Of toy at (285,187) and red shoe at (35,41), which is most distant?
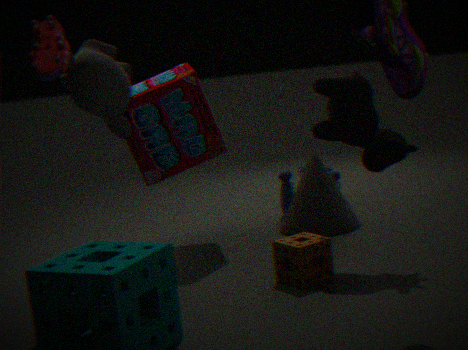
toy at (285,187)
